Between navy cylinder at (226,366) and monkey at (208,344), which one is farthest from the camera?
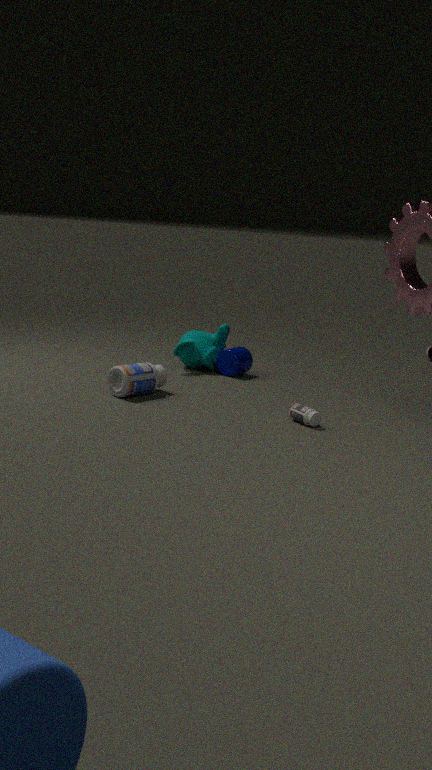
monkey at (208,344)
